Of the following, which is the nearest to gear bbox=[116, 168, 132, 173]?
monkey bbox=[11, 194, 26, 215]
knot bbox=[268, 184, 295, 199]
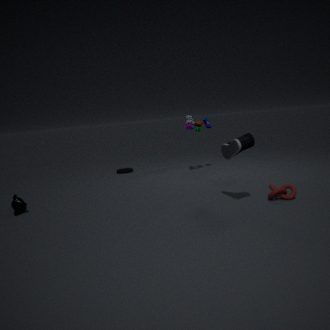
monkey bbox=[11, 194, 26, 215]
